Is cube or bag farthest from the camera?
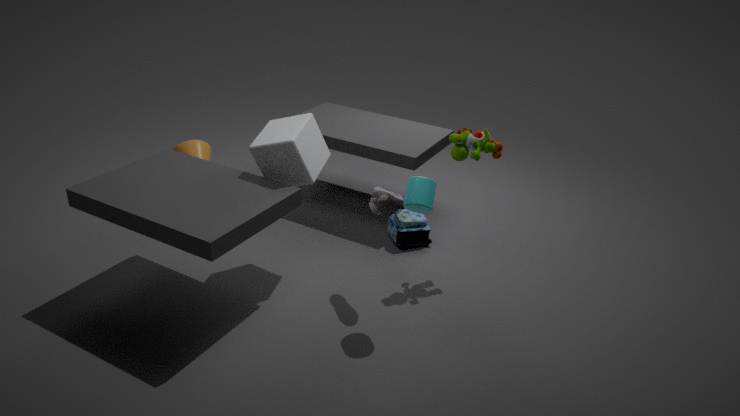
bag
